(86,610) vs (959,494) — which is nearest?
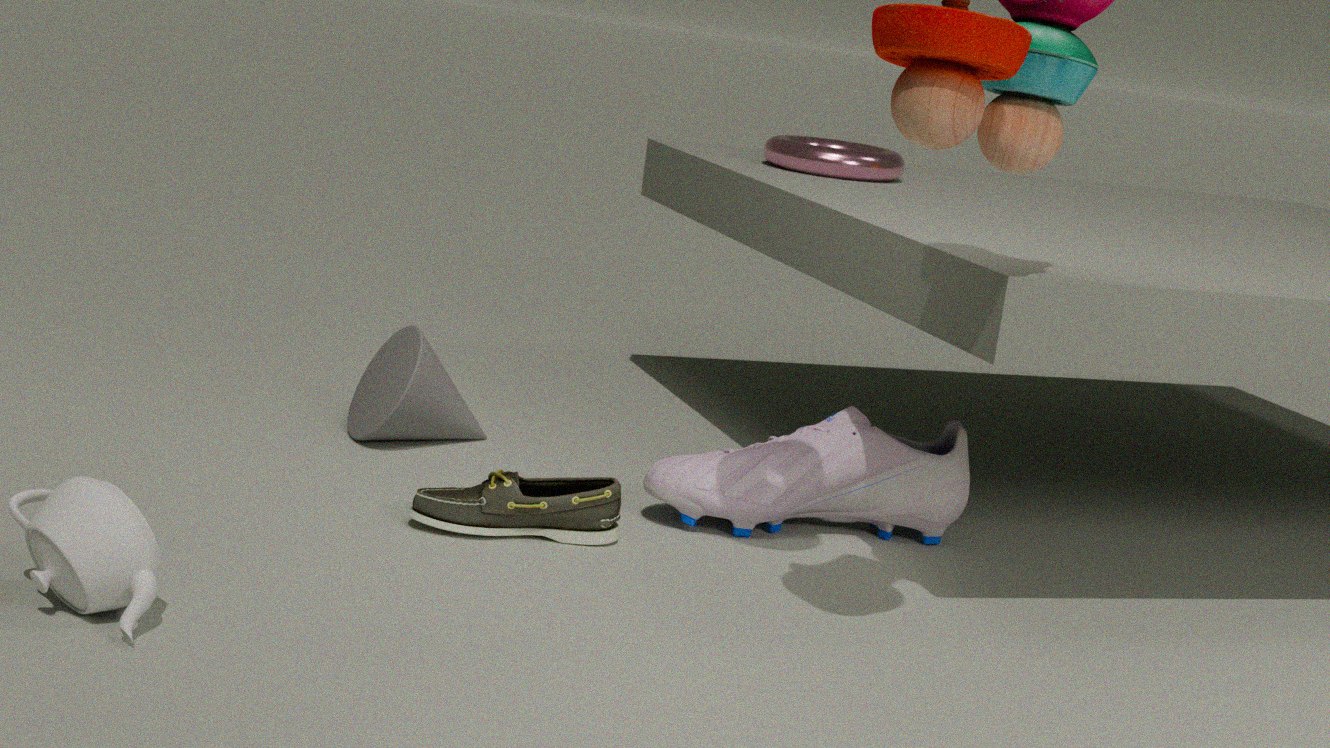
(86,610)
